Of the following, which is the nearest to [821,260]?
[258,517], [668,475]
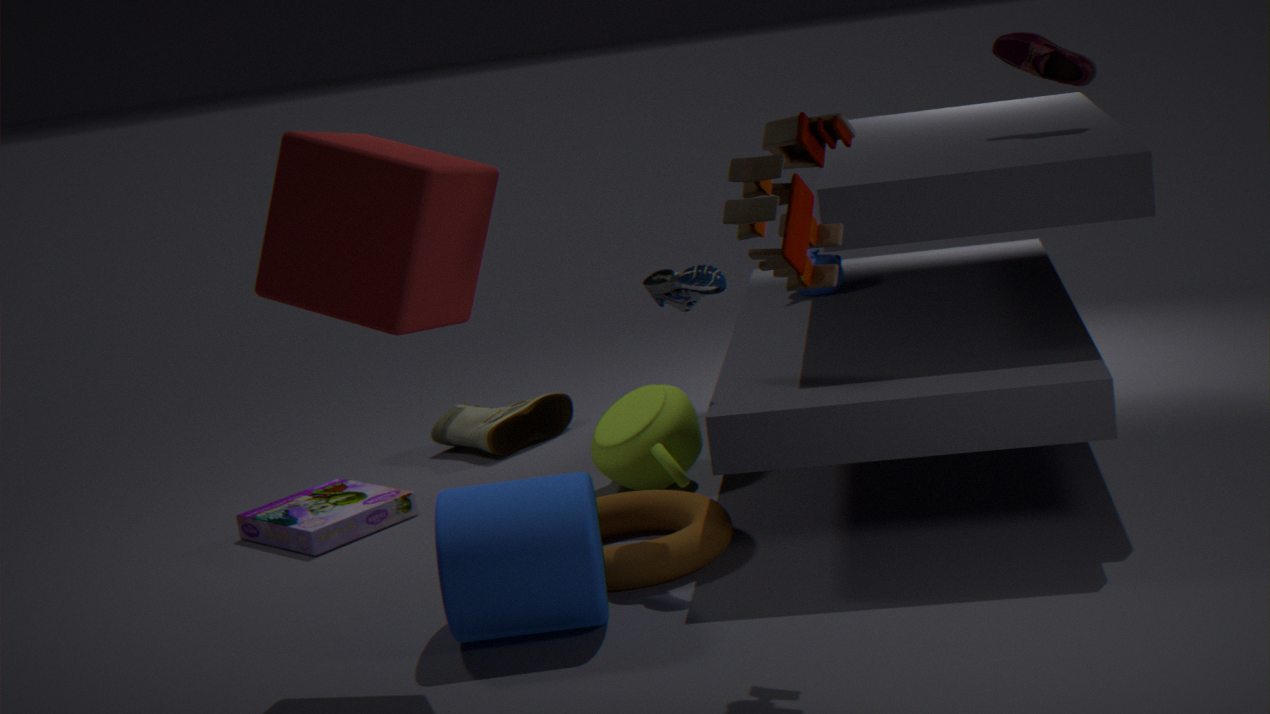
[668,475]
